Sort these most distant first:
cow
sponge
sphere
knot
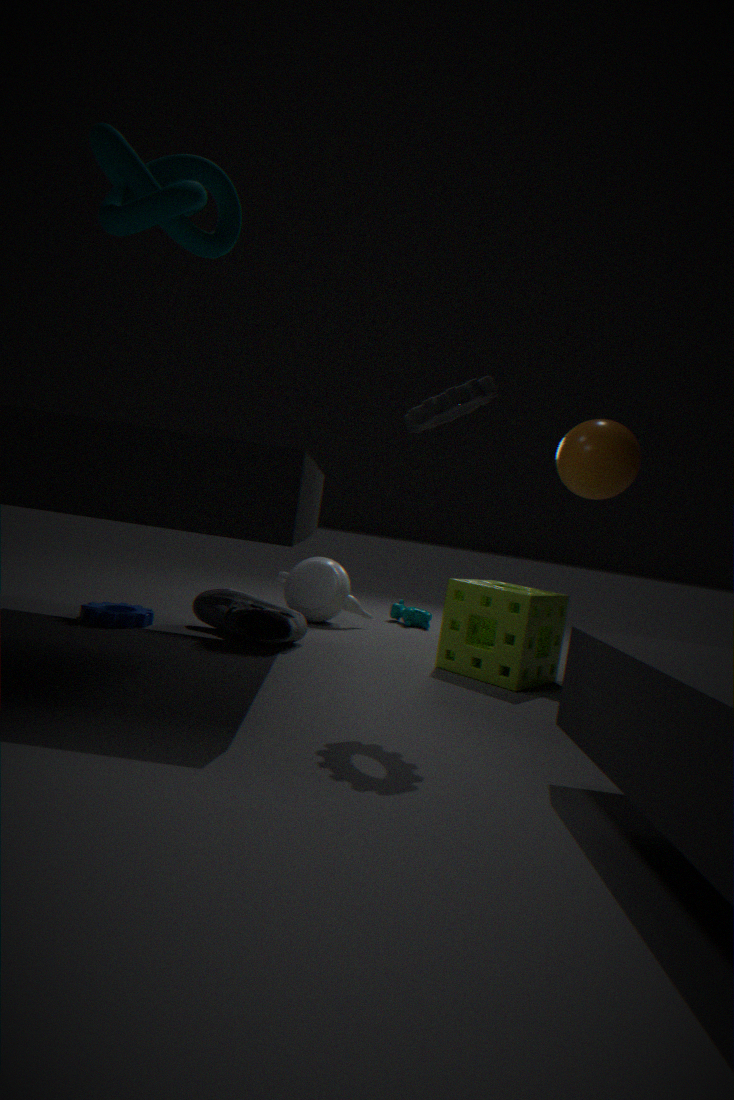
cow < sphere < sponge < knot
